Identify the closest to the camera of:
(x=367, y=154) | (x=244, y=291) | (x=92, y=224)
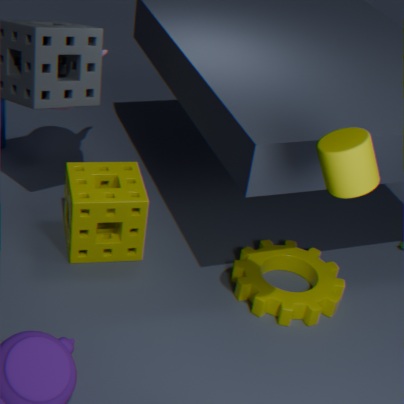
(x=367, y=154)
